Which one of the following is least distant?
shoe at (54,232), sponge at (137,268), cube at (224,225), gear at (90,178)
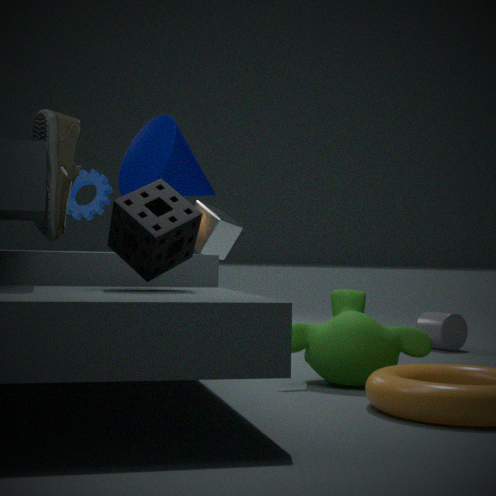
sponge at (137,268)
